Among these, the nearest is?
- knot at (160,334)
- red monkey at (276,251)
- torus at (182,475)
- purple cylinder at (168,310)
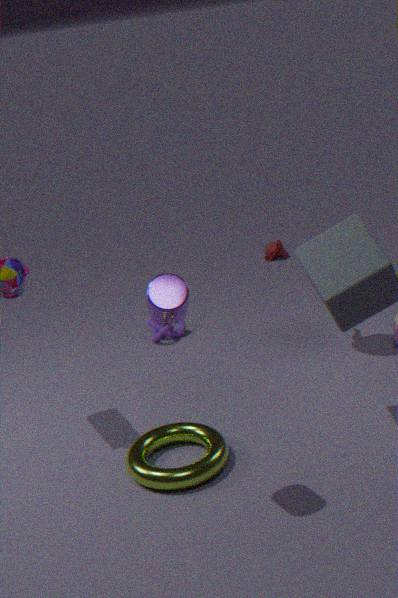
purple cylinder at (168,310)
